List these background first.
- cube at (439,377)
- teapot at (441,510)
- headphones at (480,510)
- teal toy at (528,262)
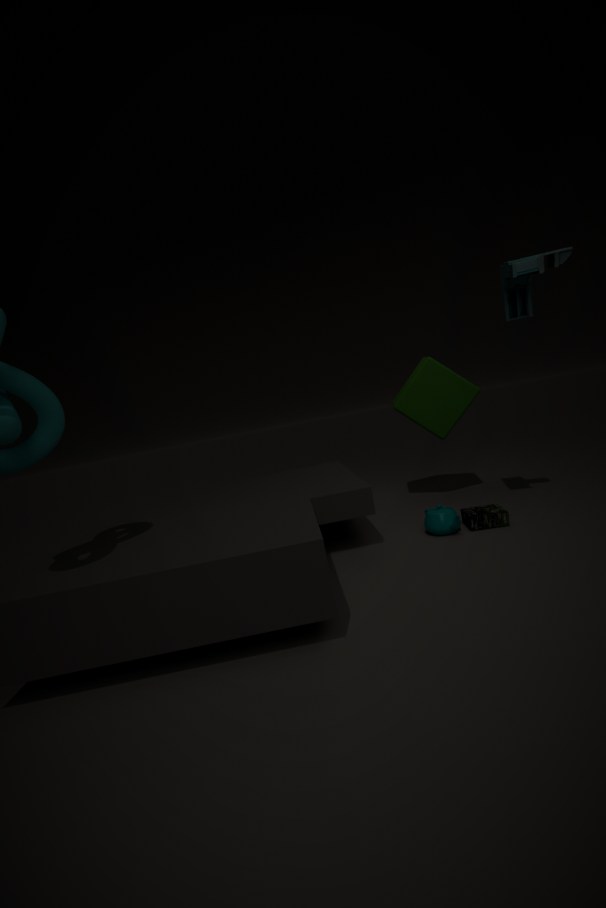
cube at (439,377) < teapot at (441,510) < headphones at (480,510) < teal toy at (528,262)
